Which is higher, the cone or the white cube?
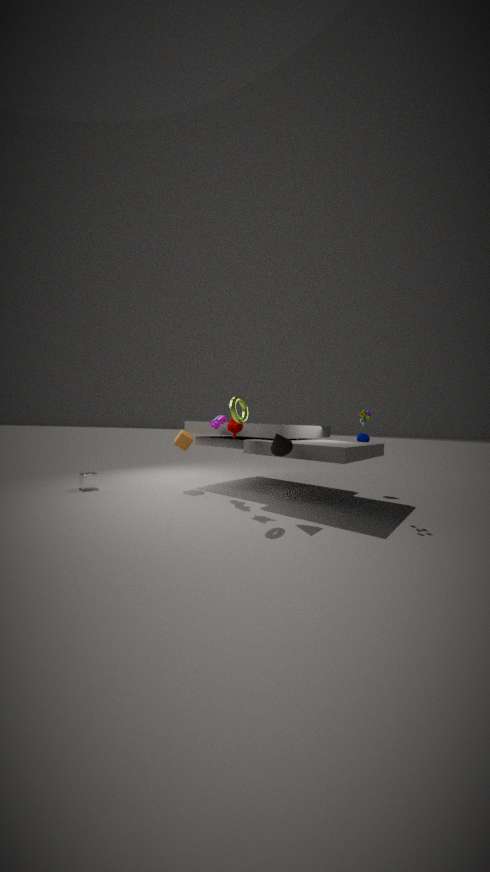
the cone
